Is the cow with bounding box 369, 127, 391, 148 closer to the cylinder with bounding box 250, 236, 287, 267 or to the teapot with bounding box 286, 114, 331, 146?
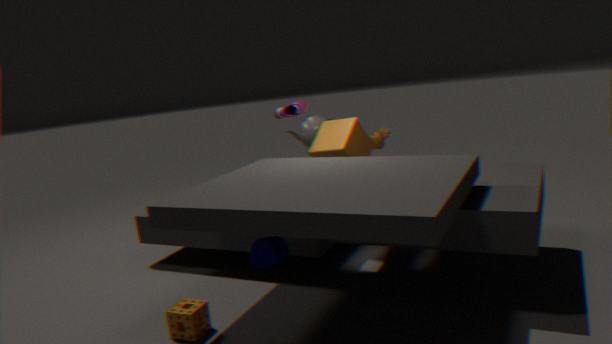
the teapot with bounding box 286, 114, 331, 146
